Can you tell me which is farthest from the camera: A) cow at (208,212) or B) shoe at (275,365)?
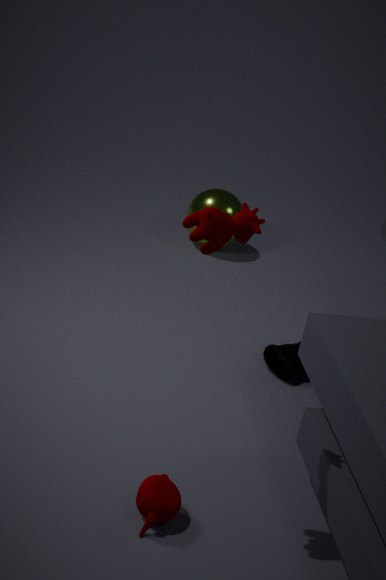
B. shoe at (275,365)
